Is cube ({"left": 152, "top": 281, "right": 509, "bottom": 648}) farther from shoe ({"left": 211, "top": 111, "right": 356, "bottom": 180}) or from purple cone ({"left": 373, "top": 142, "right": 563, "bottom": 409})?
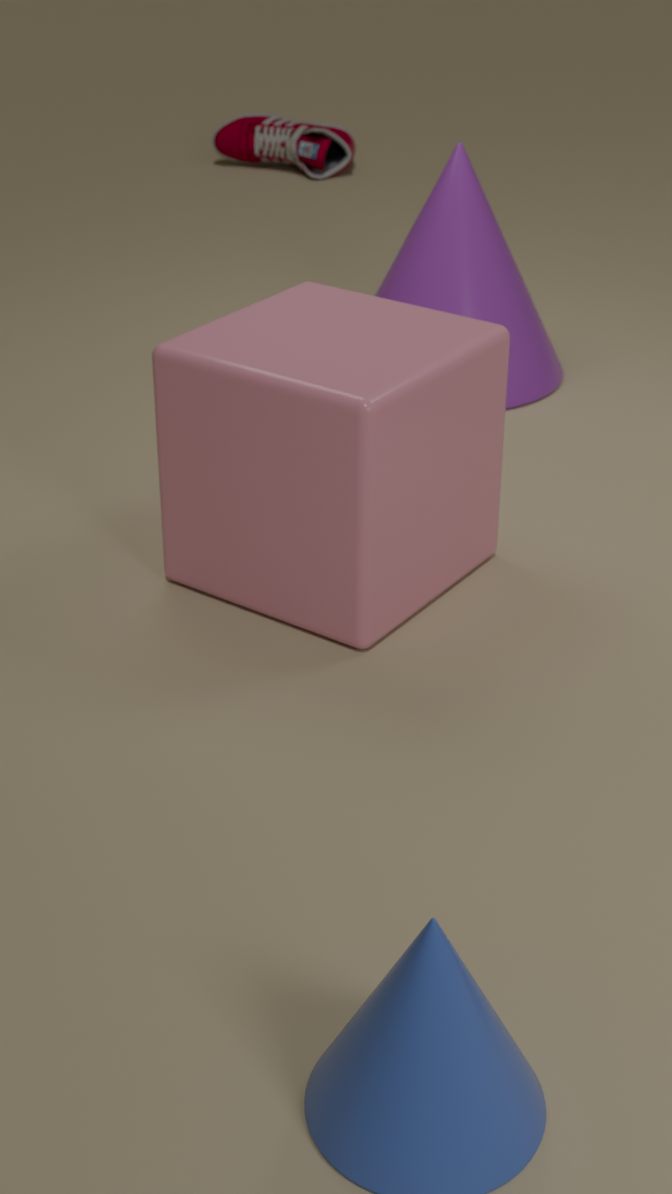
shoe ({"left": 211, "top": 111, "right": 356, "bottom": 180})
